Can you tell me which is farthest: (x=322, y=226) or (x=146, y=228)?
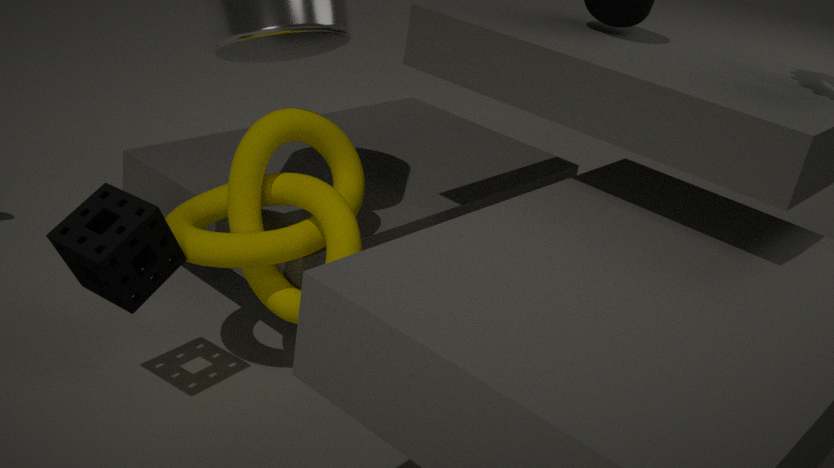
(x=322, y=226)
